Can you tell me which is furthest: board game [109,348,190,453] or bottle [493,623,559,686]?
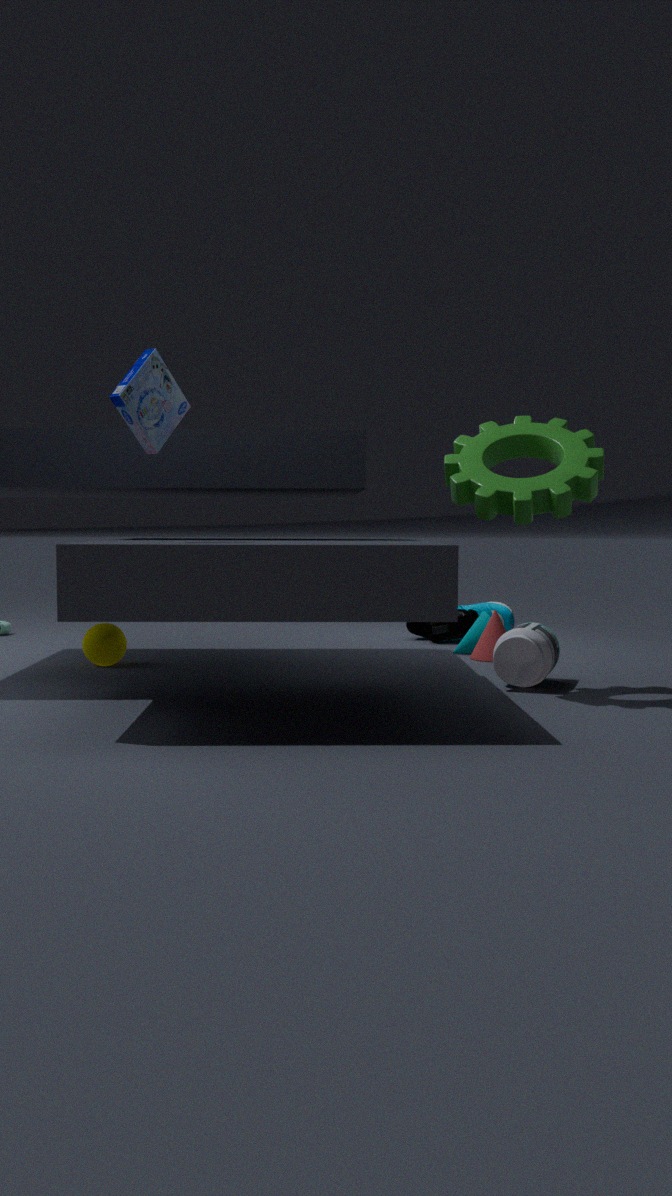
bottle [493,623,559,686]
